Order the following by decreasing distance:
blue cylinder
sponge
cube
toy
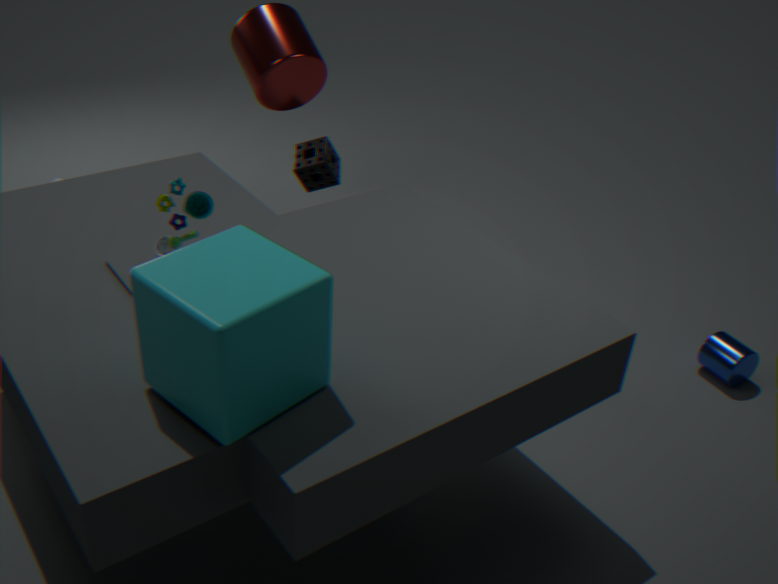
sponge < blue cylinder < toy < cube
